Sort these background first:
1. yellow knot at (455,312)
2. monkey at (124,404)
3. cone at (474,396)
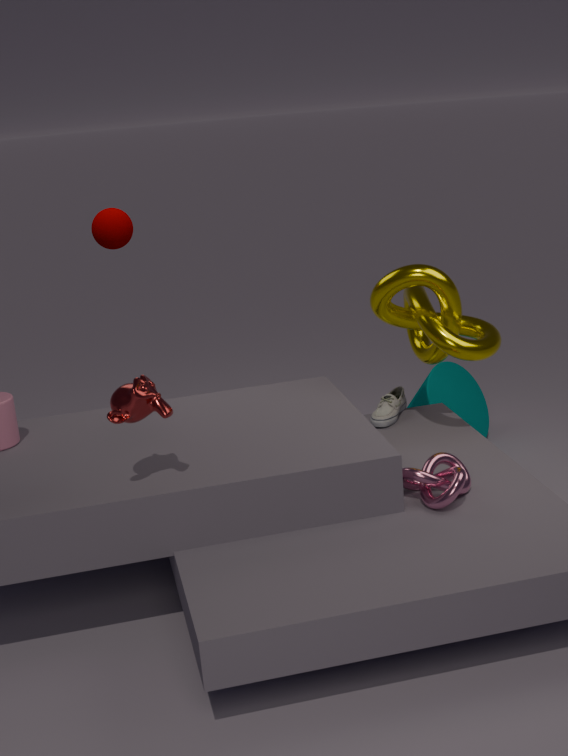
cone at (474,396)
yellow knot at (455,312)
monkey at (124,404)
